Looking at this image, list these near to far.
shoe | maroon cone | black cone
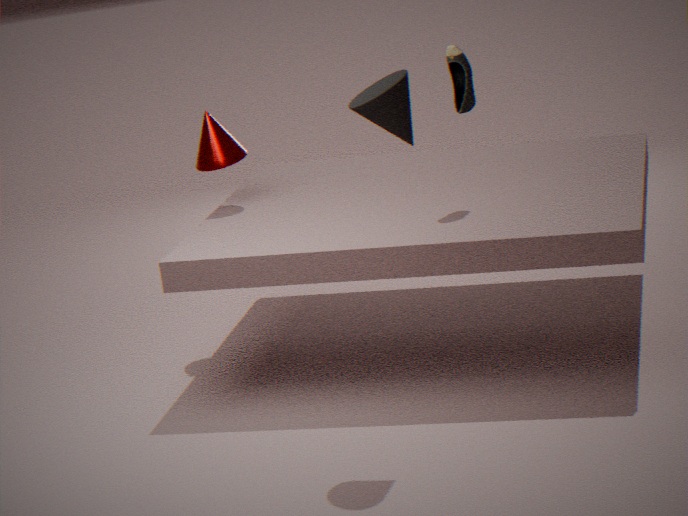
black cone → shoe → maroon cone
